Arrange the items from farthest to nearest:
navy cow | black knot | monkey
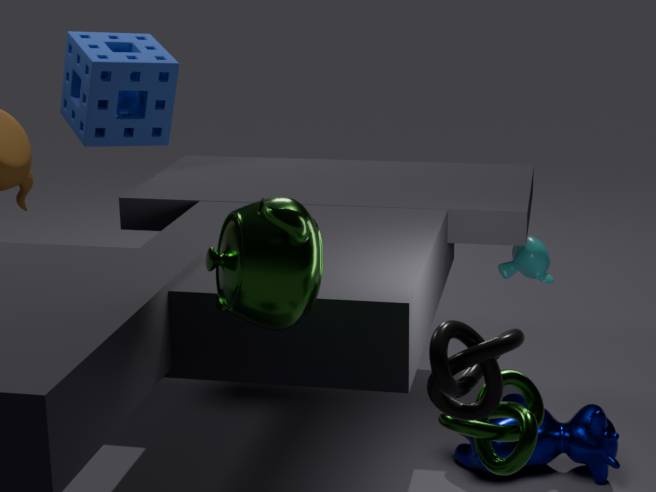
monkey < navy cow < black knot
